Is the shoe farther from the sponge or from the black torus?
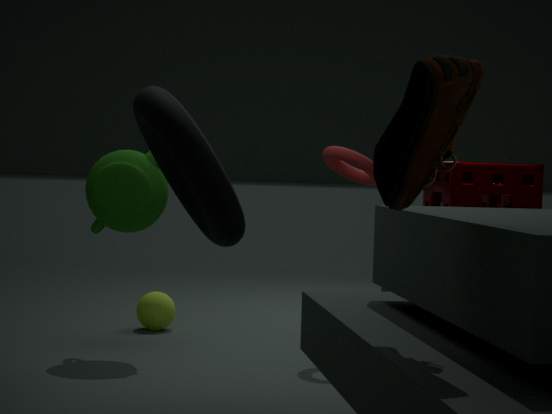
the sponge
